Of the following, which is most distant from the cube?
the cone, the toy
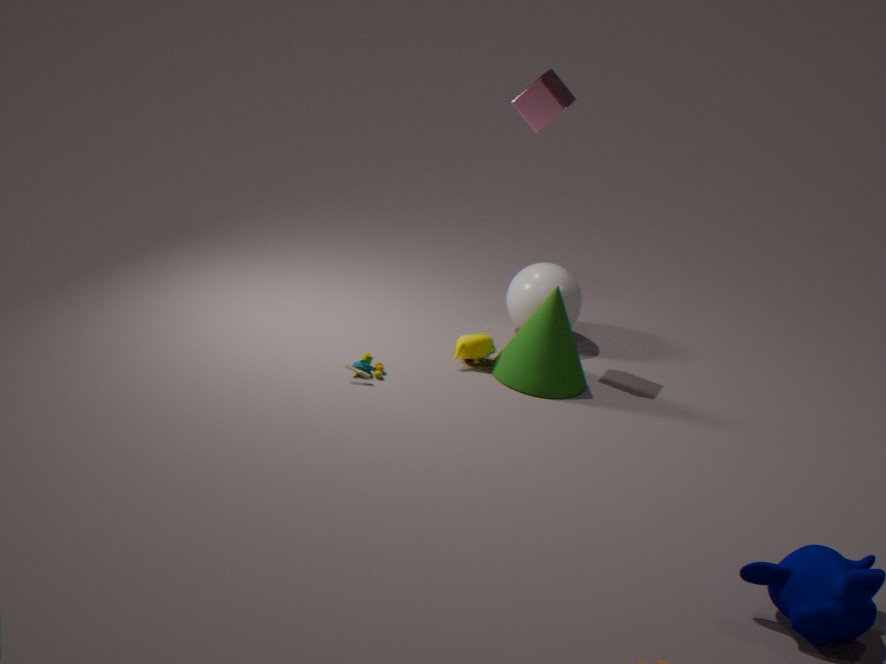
the toy
